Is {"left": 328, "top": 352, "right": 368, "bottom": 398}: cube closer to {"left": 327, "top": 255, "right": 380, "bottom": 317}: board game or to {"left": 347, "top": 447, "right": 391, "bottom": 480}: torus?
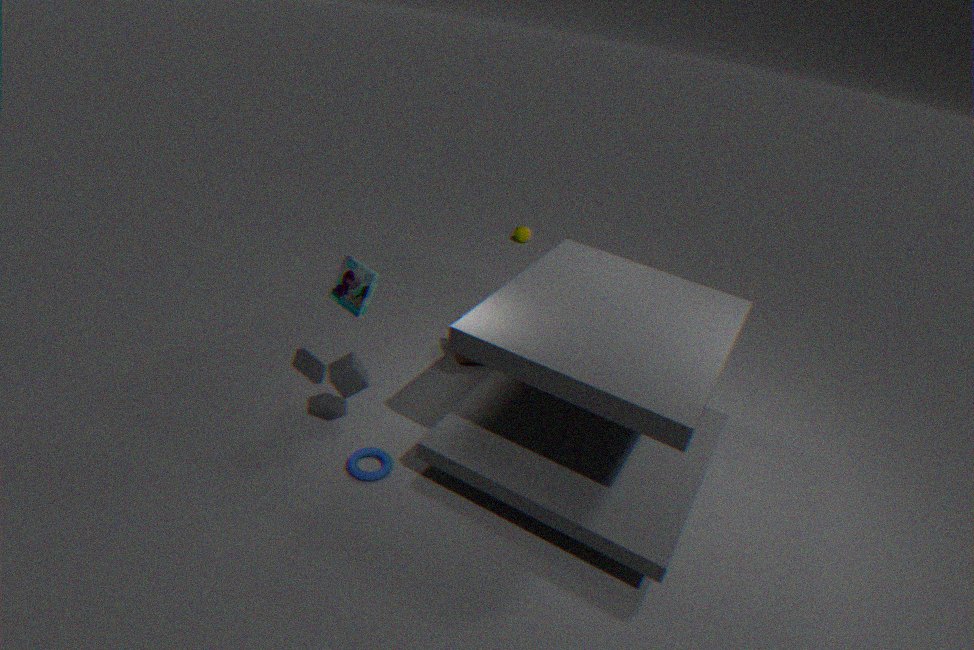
{"left": 327, "top": 255, "right": 380, "bottom": 317}: board game
